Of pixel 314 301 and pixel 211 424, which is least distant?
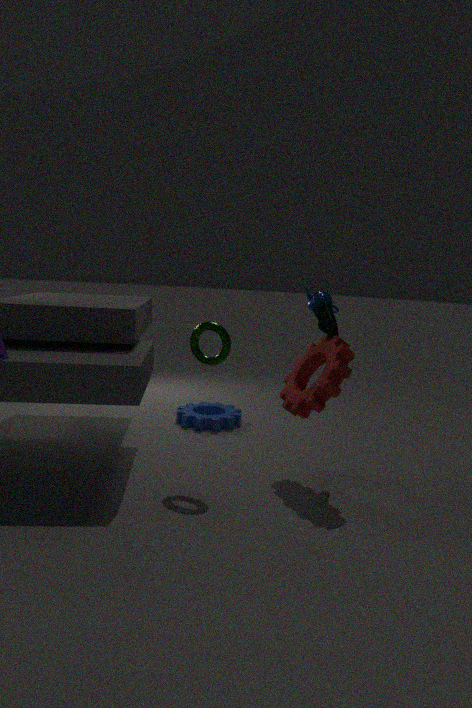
pixel 314 301
